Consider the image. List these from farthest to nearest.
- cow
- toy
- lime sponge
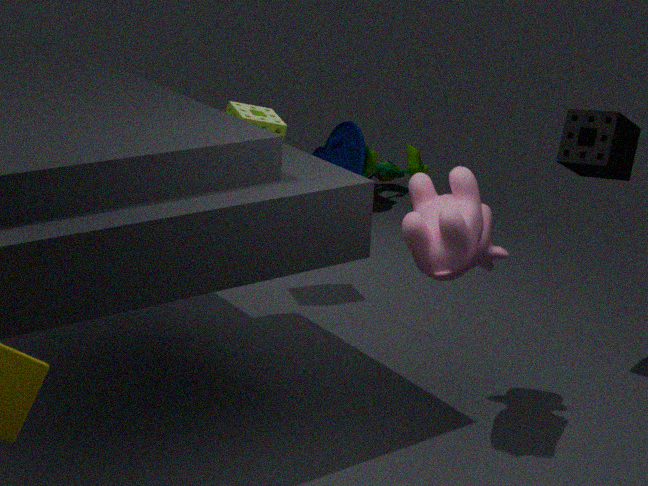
toy < lime sponge < cow
